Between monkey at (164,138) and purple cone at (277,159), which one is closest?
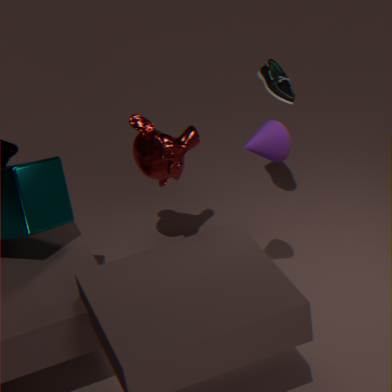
purple cone at (277,159)
